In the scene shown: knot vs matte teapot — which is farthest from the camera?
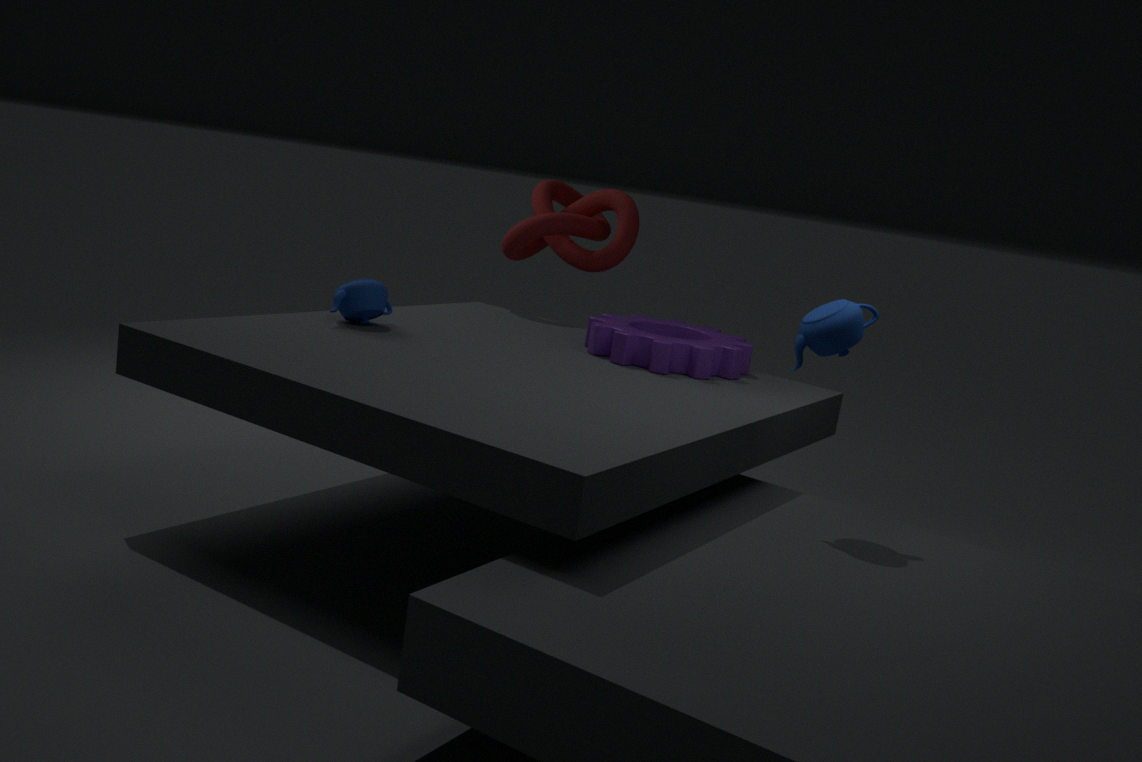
knot
